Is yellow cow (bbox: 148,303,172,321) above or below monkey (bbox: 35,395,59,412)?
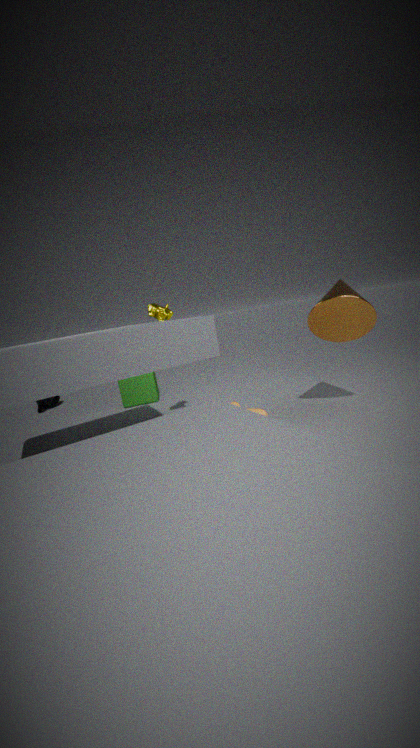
above
